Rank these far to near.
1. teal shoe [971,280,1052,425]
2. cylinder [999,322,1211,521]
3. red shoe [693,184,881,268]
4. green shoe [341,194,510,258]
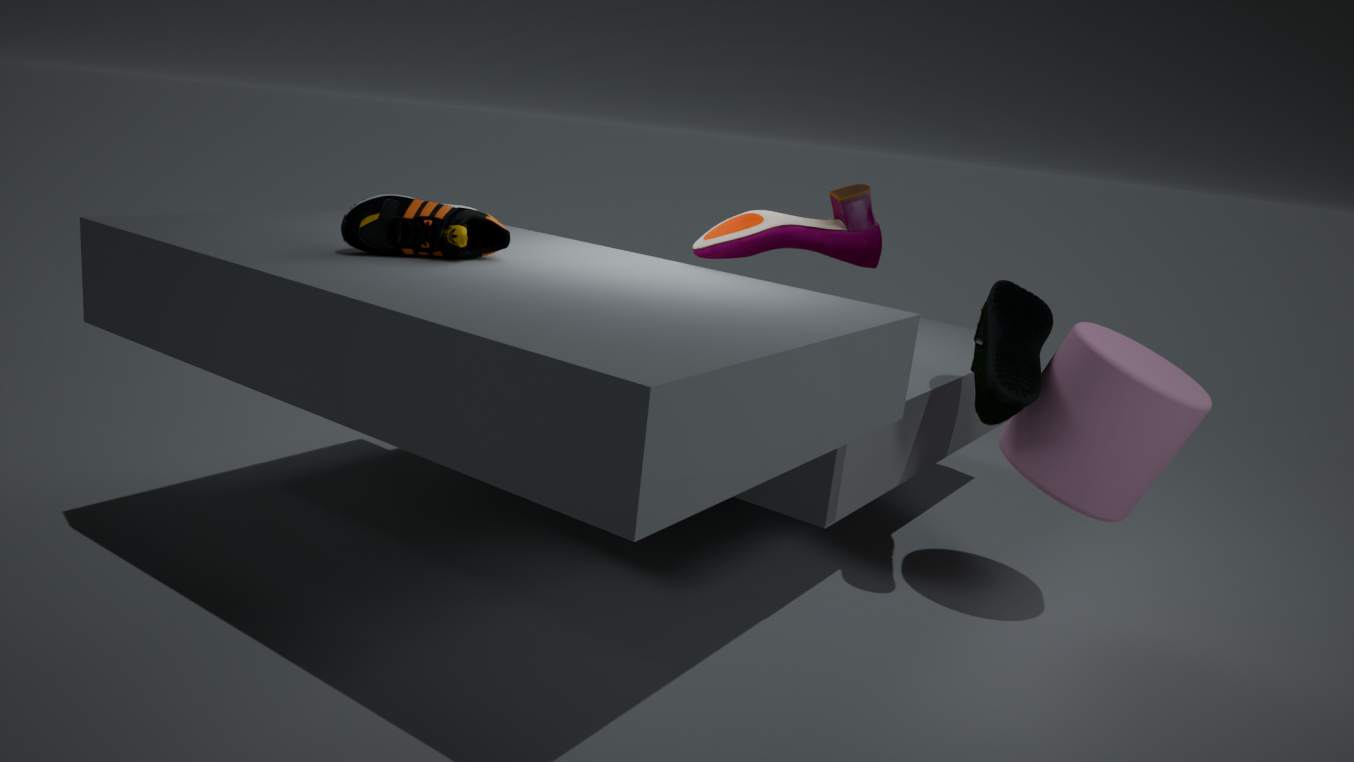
red shoe [693,184,881,268] → teal shoe [971,280,1052,425] → cylinder [999,322,1211,521] → green shoe [341,194,510,258]
